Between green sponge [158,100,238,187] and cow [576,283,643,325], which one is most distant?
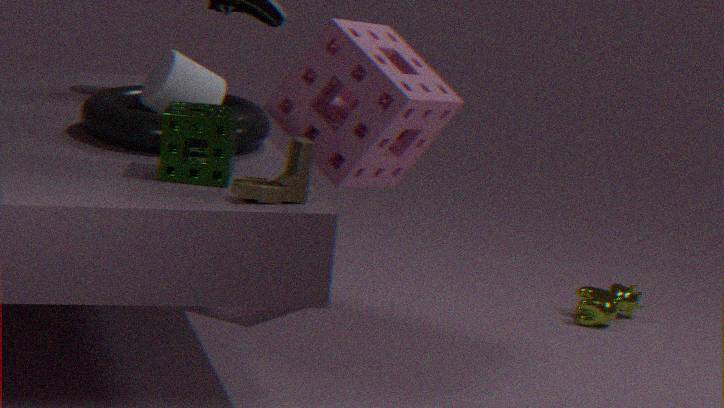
cow [576,283,643,325]
